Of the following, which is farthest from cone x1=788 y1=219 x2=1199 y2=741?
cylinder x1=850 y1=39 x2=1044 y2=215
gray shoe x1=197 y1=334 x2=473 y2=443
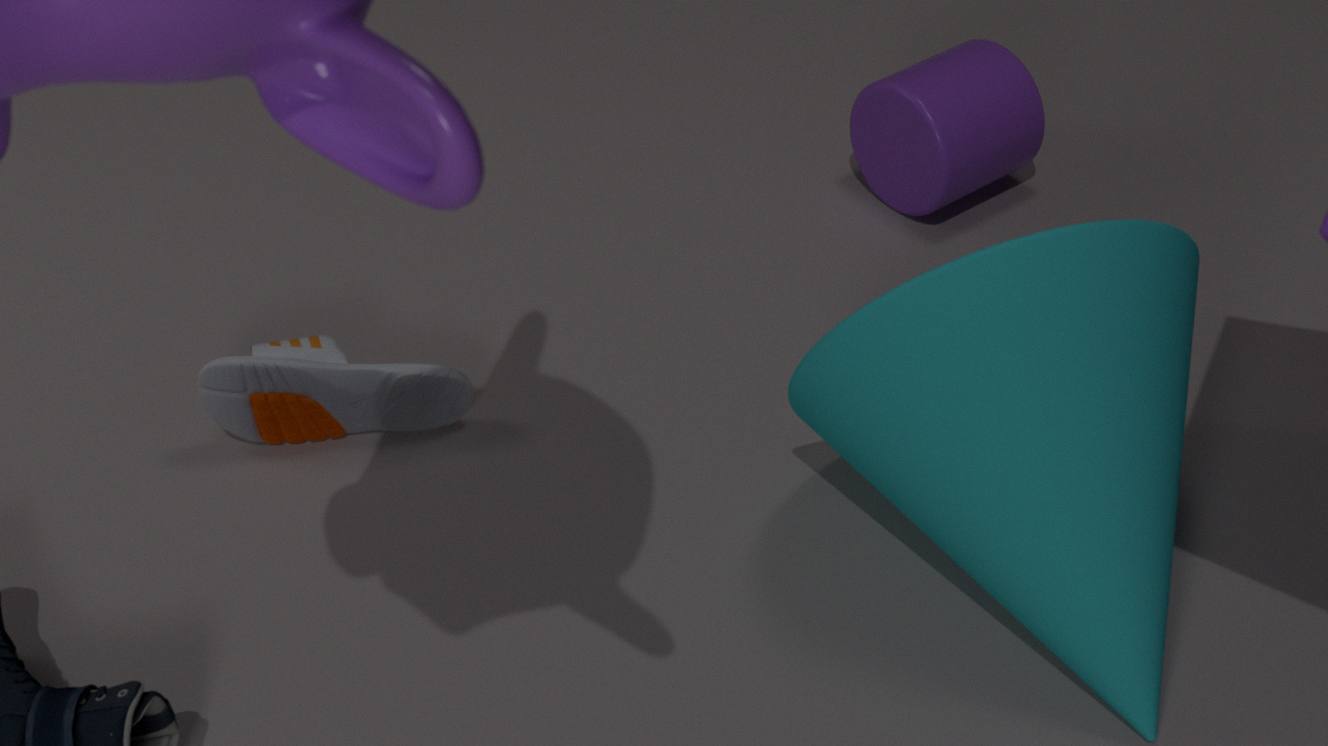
gray shoe x1=197 y1=334 x2=473 y2=443
